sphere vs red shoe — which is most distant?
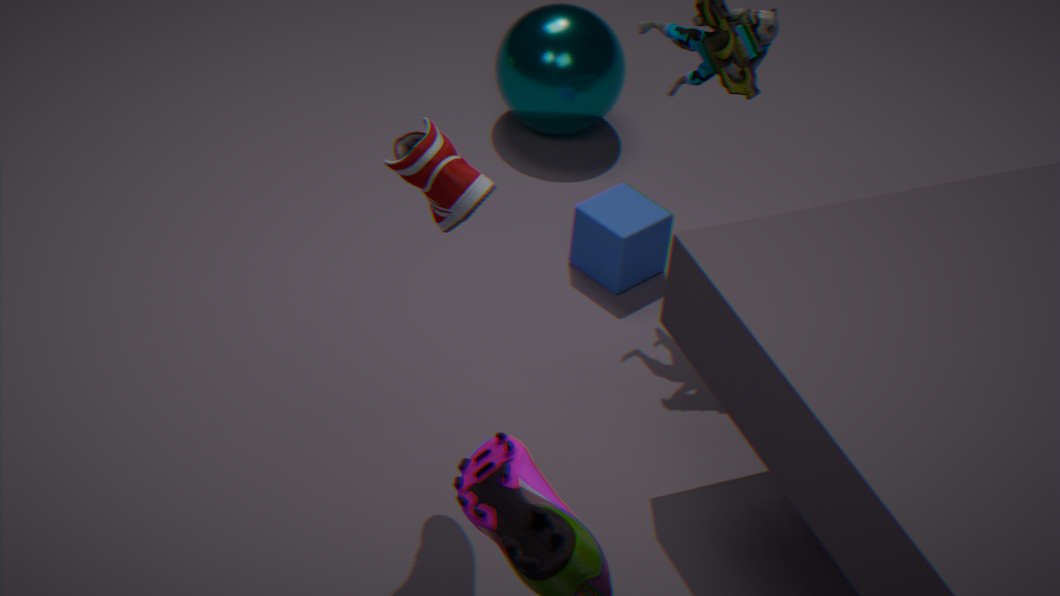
sphere
